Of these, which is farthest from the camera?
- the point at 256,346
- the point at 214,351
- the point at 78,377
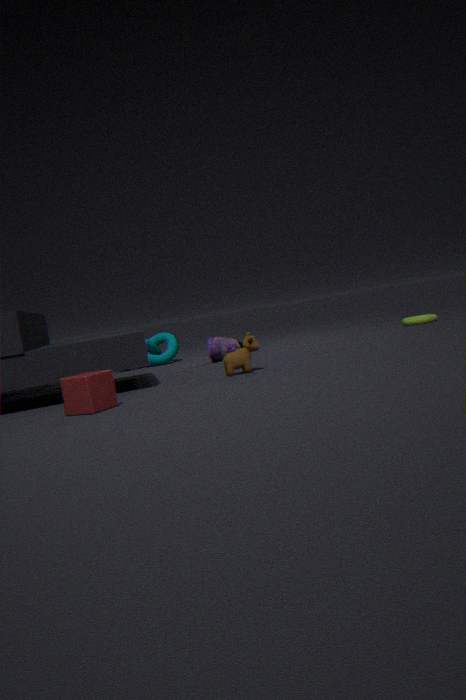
the point at 214,351
